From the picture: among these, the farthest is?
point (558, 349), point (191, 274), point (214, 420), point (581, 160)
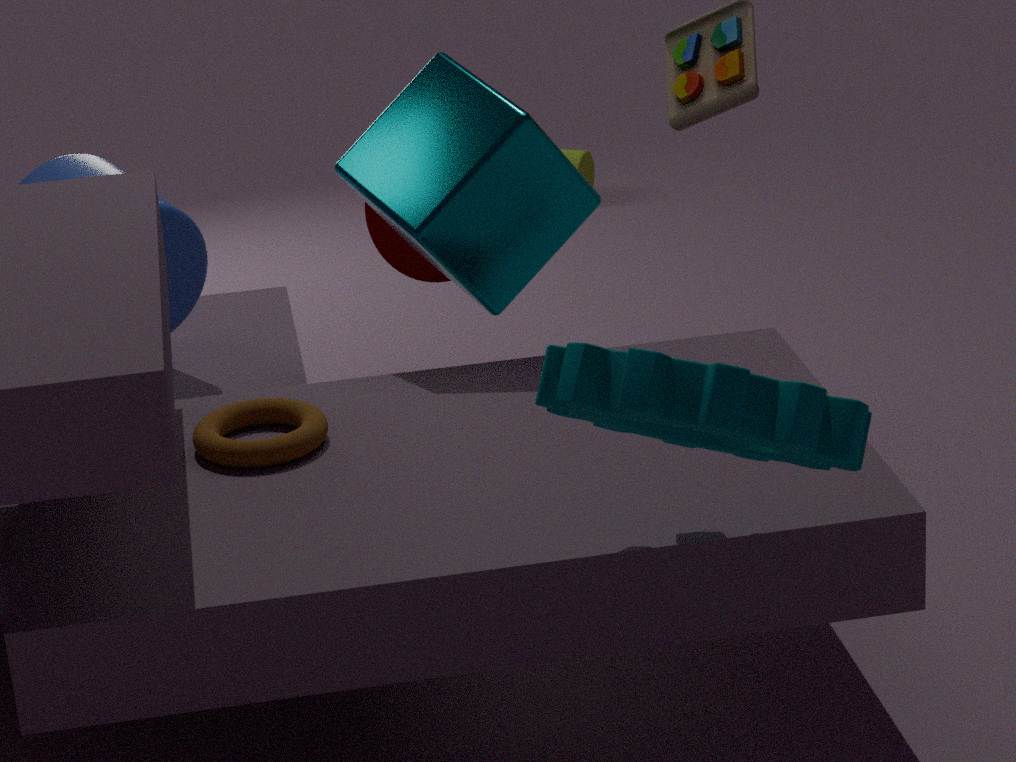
point (581, 160)
